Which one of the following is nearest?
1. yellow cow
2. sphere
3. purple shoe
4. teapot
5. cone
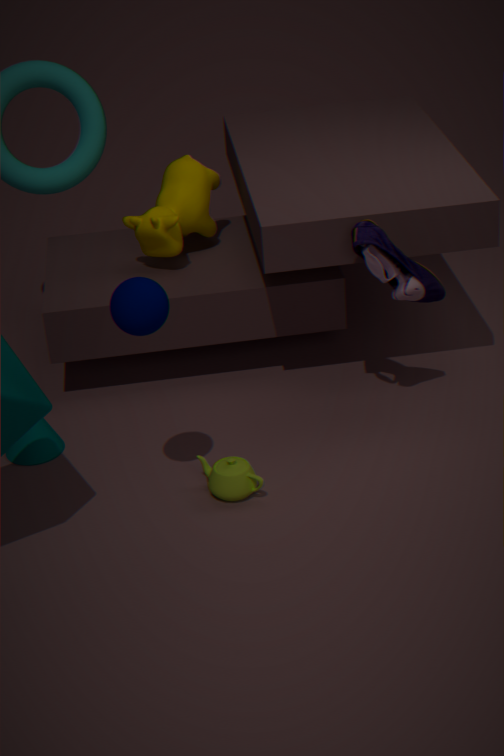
sphere
